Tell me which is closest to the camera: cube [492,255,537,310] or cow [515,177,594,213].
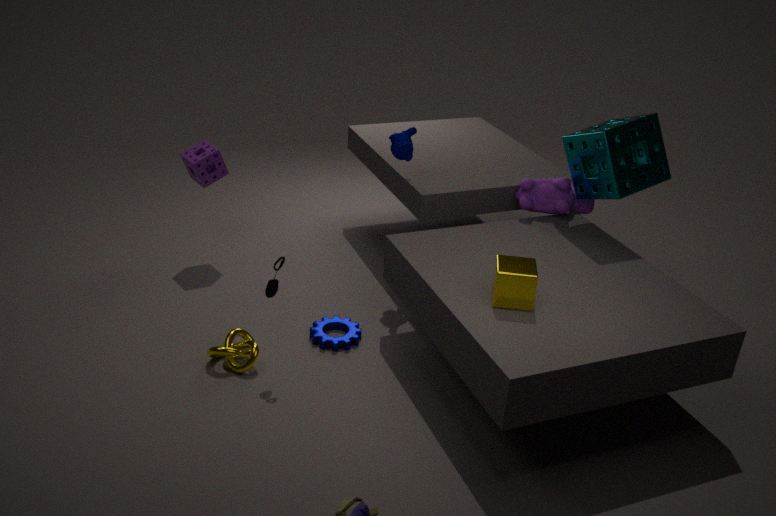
cube [492,255,537,310]
